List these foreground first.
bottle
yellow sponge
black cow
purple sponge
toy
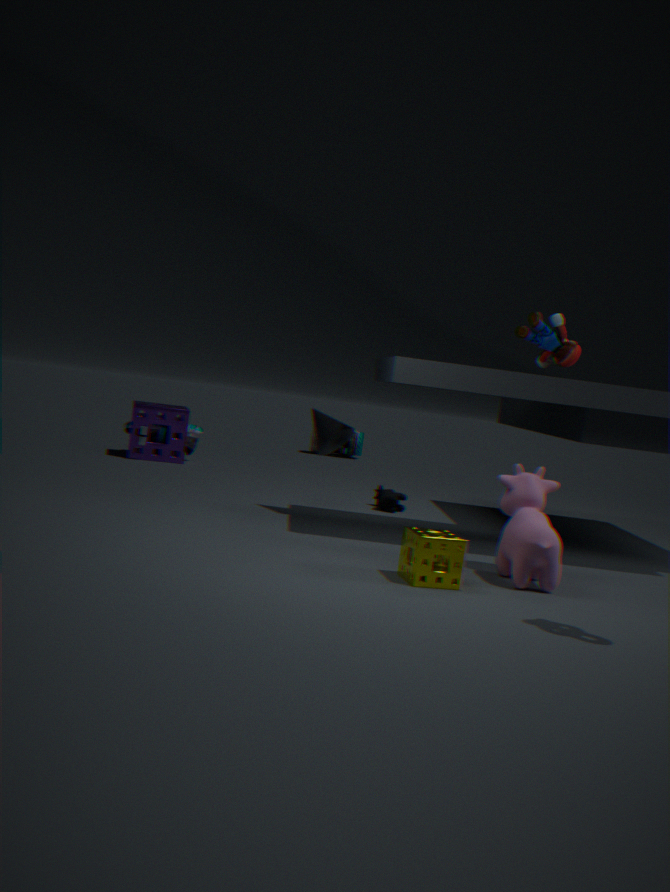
yellow sponge → toy → black cow → purple sponge → bottle
